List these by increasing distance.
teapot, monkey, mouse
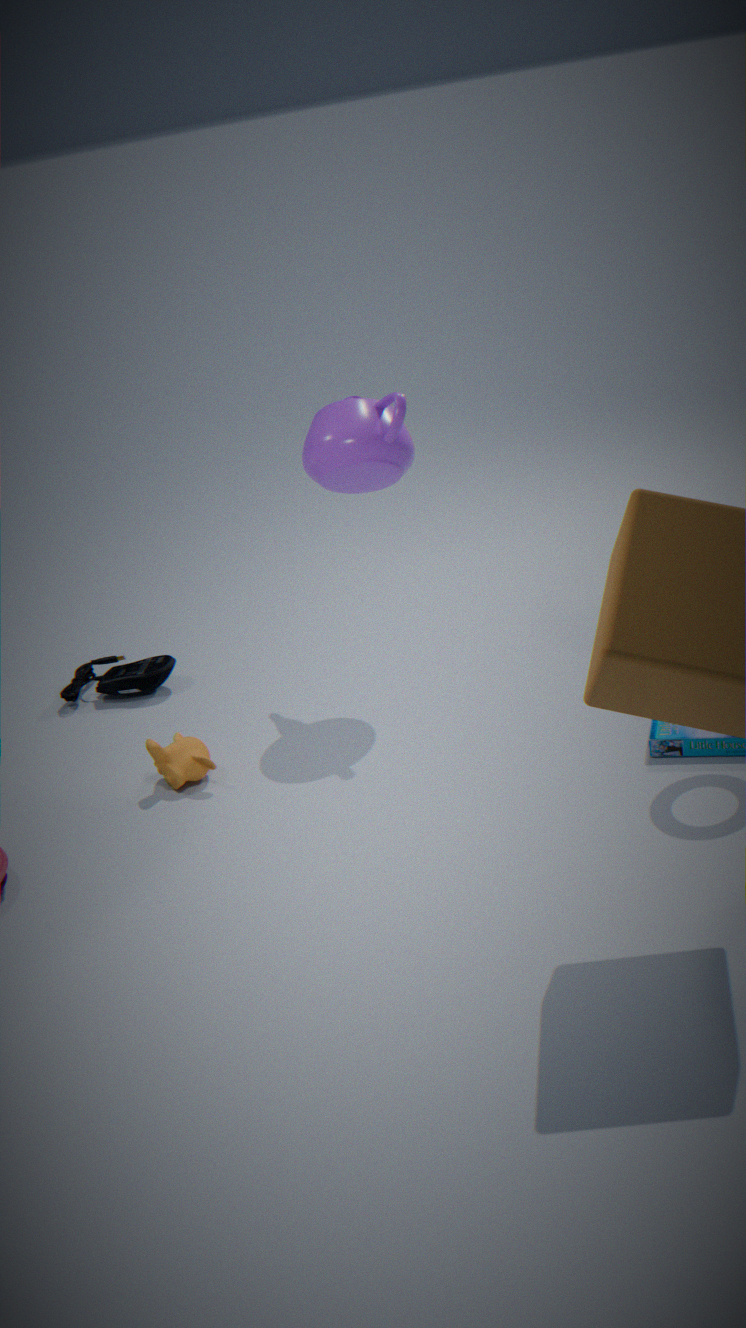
teapot < monkey < mouse
